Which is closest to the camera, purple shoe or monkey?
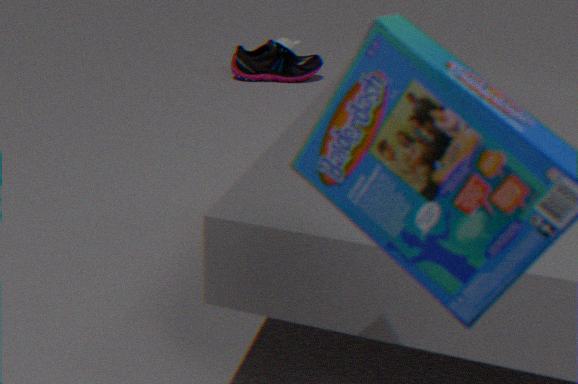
purple shoe
